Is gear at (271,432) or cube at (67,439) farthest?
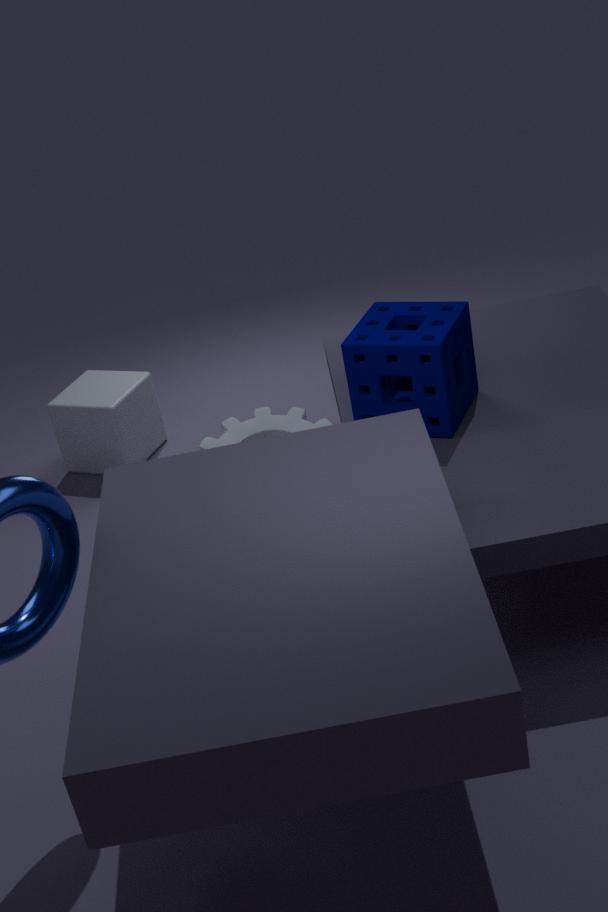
cube at (67,439)
